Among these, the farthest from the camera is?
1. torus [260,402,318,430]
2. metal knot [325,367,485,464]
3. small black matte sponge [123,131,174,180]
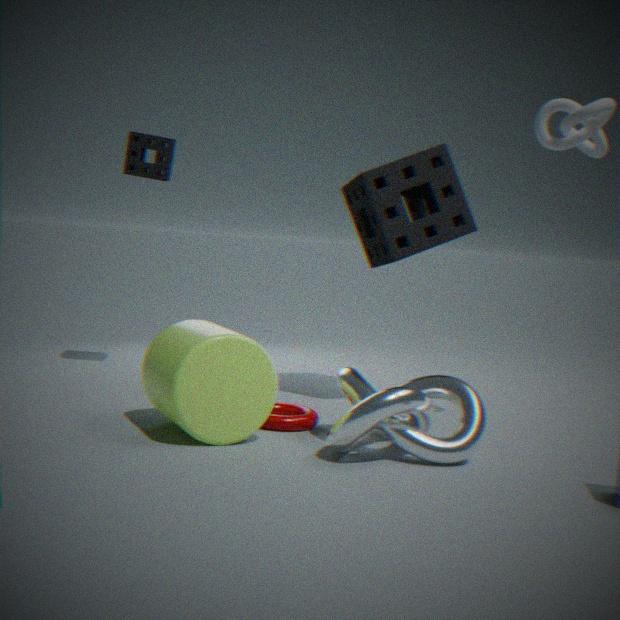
small black matte sponge [123,131,174,180]
